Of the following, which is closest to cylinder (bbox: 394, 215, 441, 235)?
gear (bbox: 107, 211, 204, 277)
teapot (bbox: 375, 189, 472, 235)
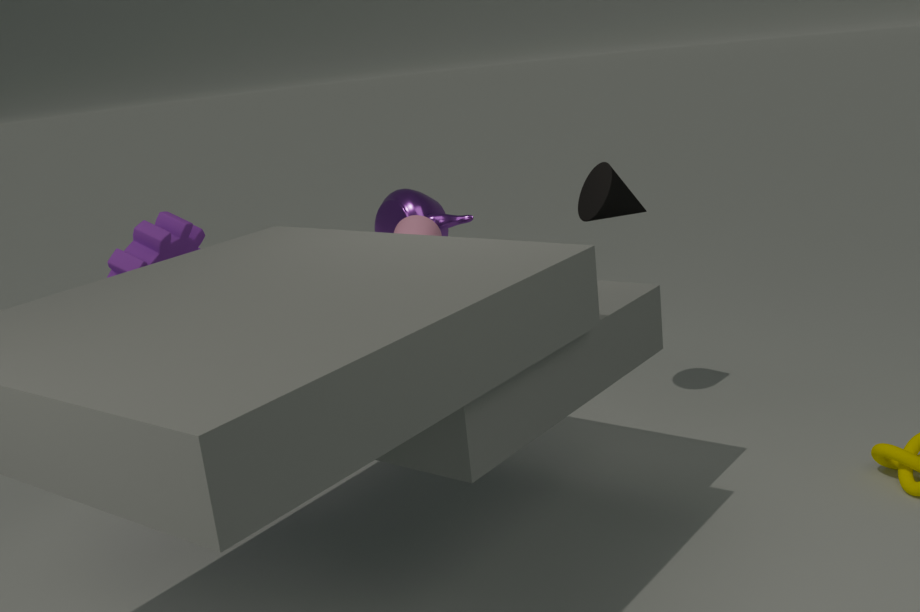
teapot (bbox: 375, 189, 472, 235)
